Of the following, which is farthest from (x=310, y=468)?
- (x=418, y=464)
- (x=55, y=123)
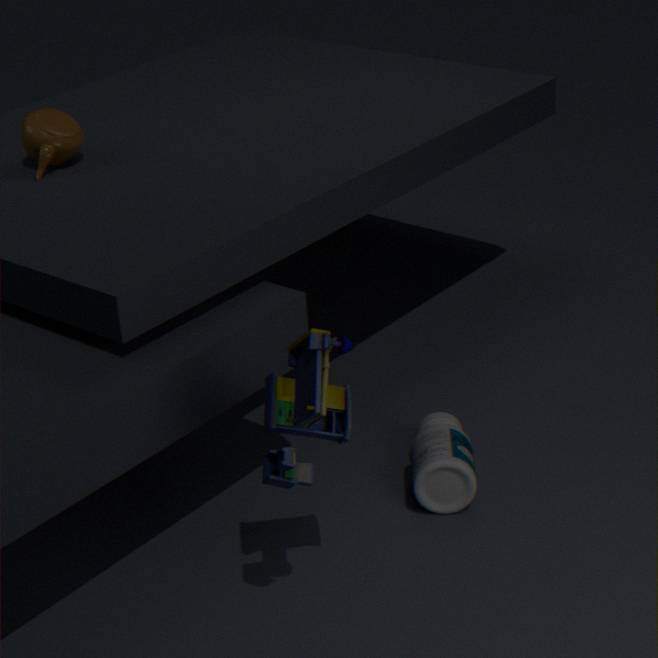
(x=55, y=123)
